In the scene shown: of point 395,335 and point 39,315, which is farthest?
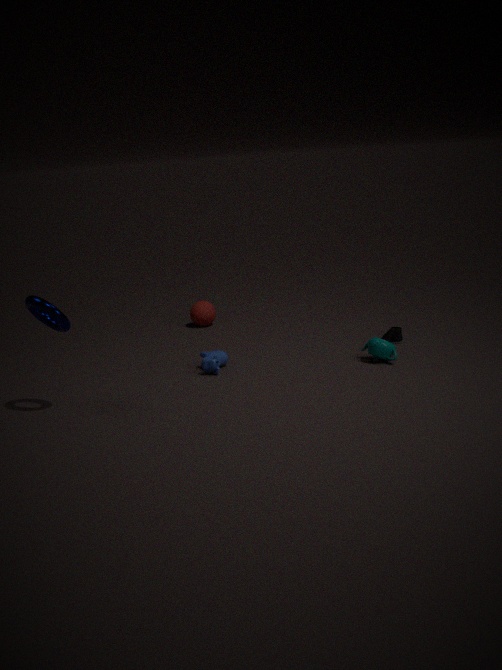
point 395,335
